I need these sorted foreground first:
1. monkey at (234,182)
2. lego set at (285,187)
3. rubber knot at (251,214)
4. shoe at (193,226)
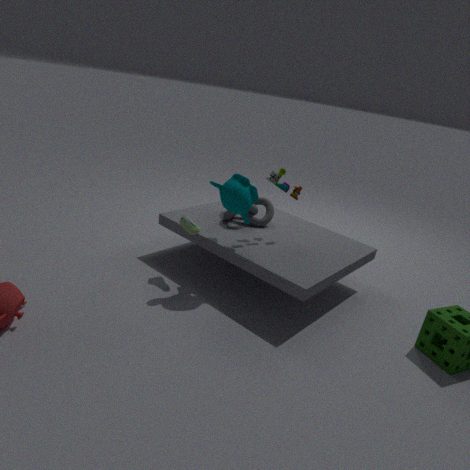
monkey at (234,182)
shoe at (193,226)
lego set at (285,187)
rubber knot at (251,214)
